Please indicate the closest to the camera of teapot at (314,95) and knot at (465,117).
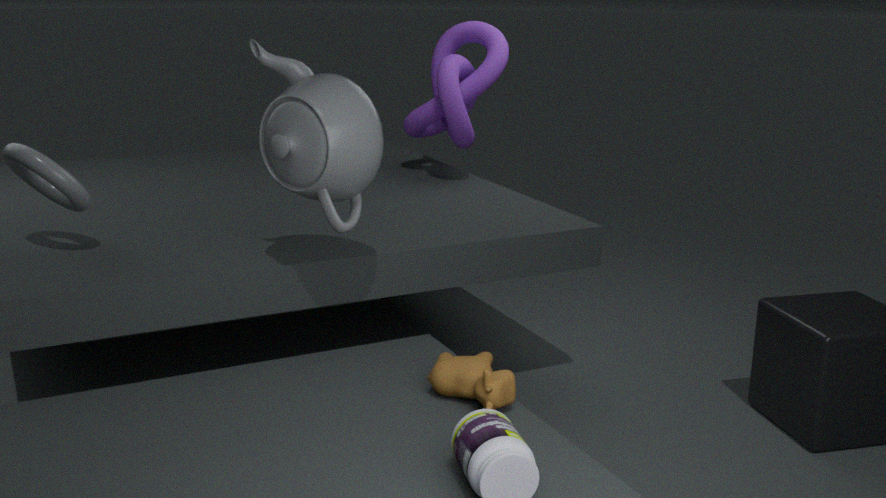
teapot at (314,95)
